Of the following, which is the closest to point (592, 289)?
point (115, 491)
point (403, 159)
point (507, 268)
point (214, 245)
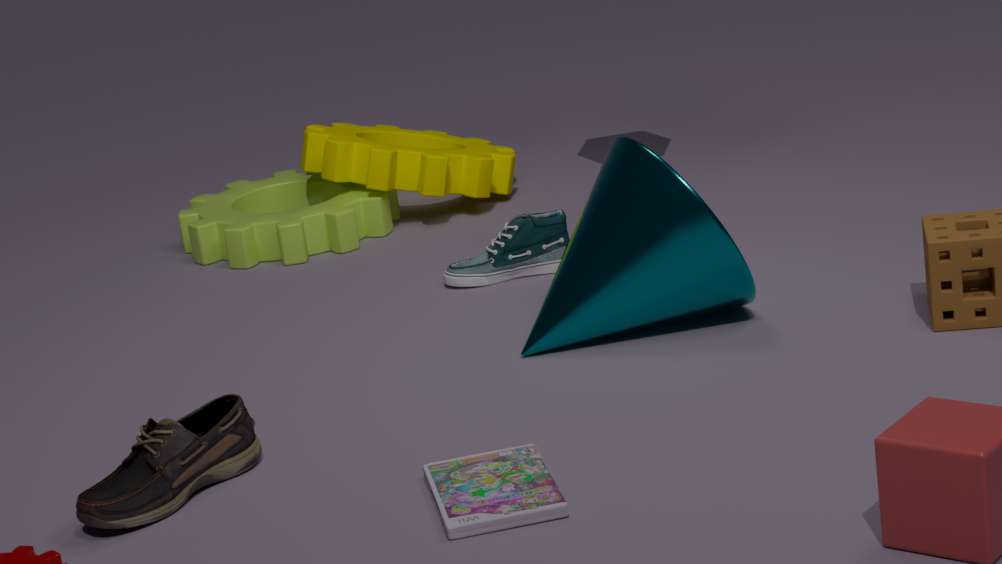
point (507, 268)
